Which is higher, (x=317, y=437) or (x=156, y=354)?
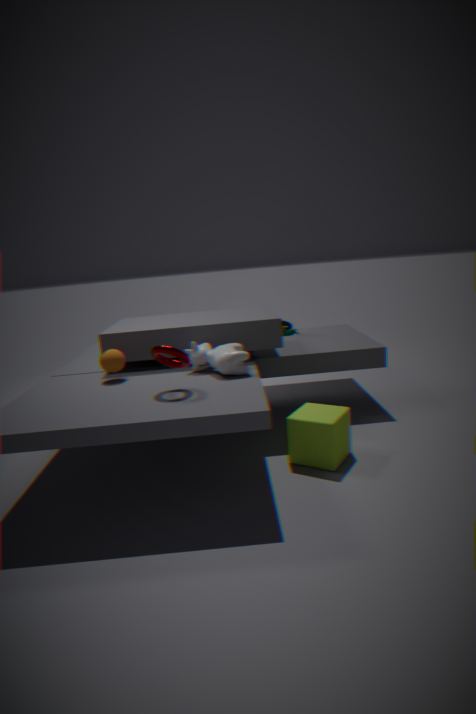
(x=156, y=354)
